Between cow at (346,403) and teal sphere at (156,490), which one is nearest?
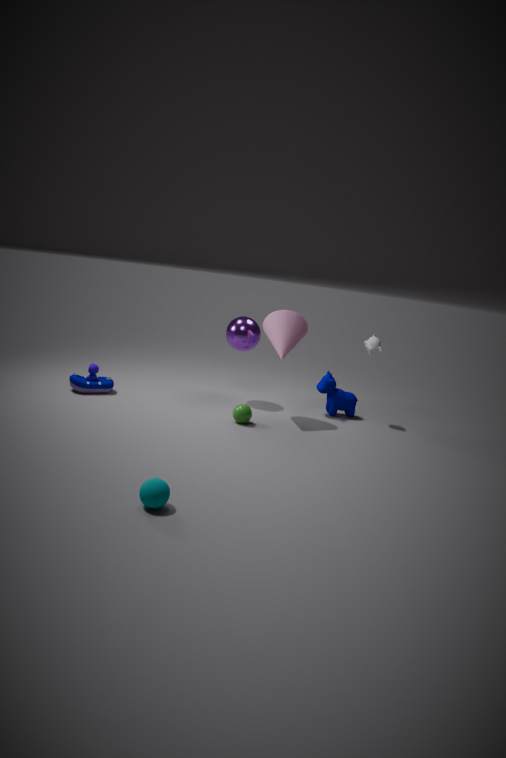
teal sphere at (156,490)
